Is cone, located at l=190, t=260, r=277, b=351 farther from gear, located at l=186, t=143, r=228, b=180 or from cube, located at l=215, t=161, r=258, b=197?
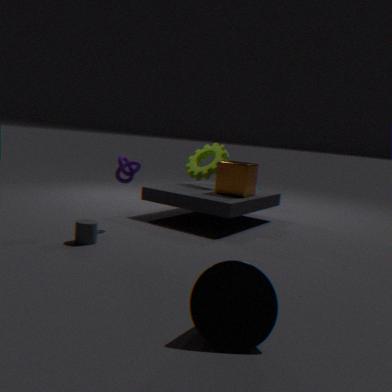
gear, located at l=186, t=143, r=228, b=180
